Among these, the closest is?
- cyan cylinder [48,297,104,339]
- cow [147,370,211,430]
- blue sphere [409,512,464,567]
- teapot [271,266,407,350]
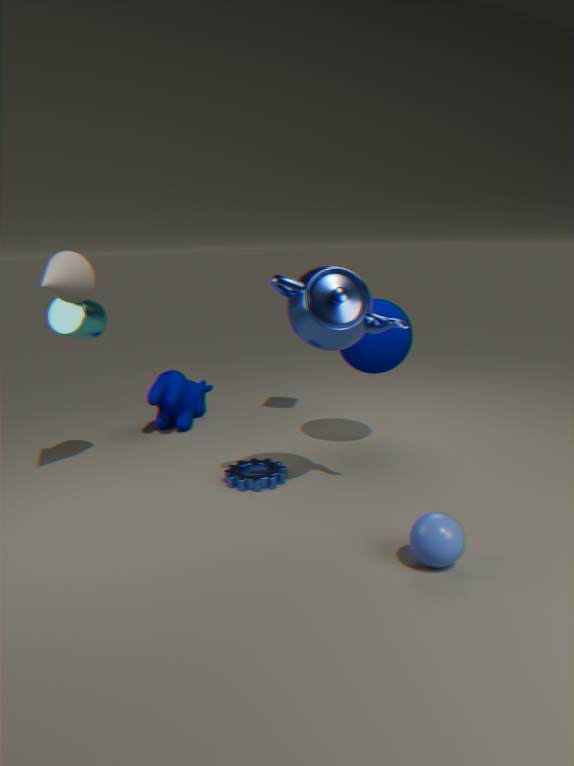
blue sphere [409,512,464,567]
